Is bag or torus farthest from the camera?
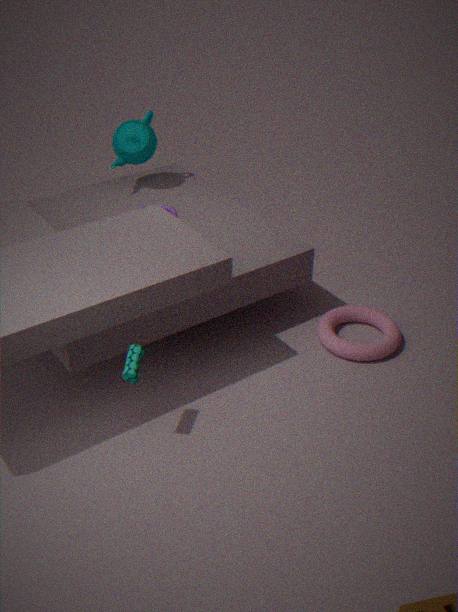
torus
